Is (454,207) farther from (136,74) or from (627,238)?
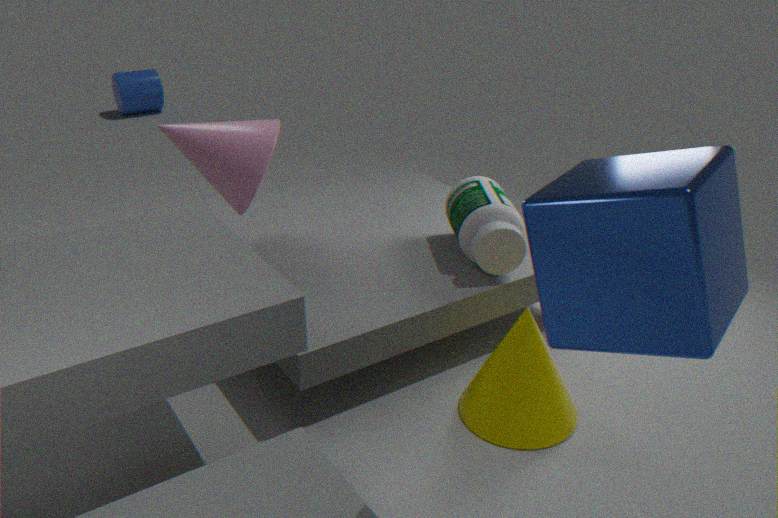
(136,74)
